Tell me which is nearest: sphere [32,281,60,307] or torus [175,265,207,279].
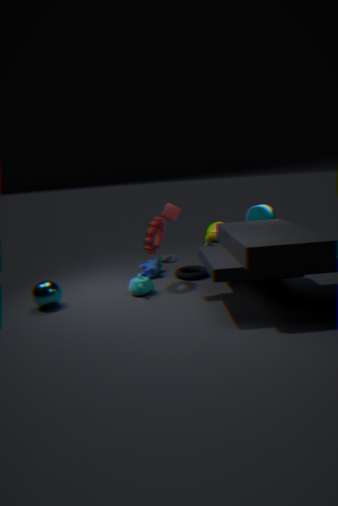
sphere [32,281,60,307]
